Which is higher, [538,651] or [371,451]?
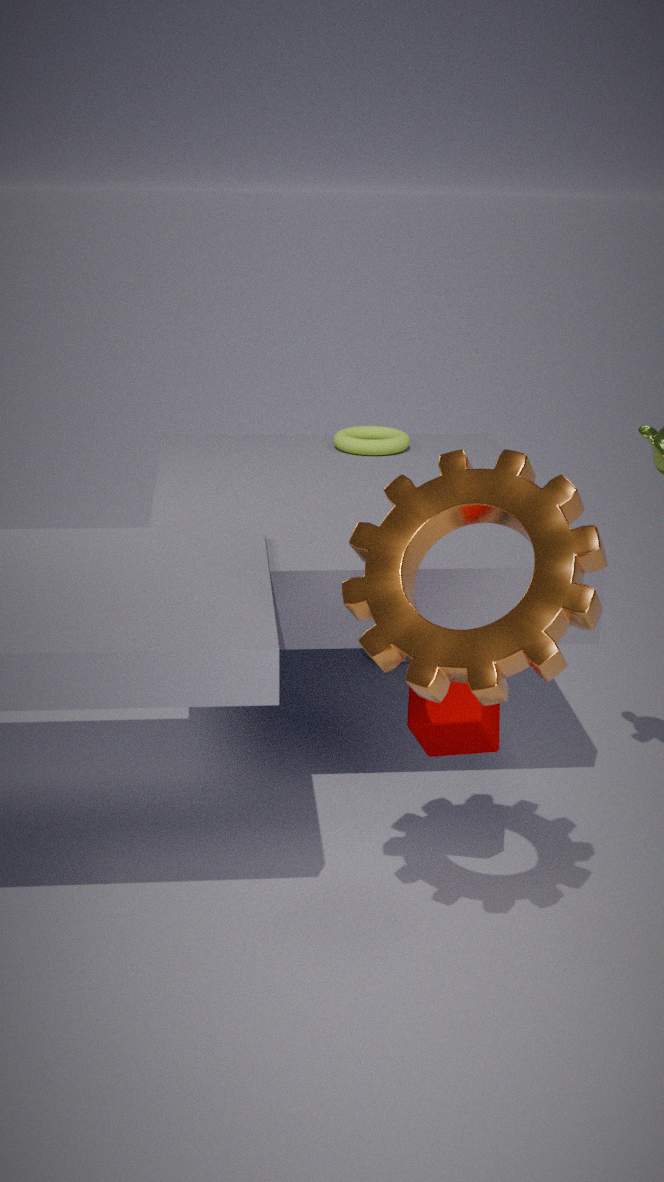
[538,651]
